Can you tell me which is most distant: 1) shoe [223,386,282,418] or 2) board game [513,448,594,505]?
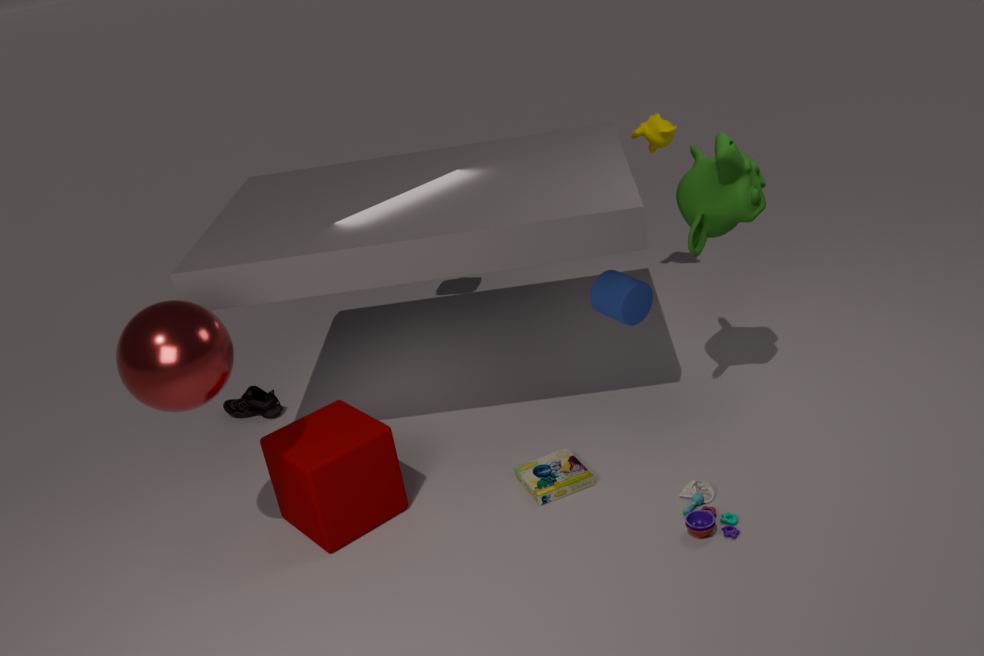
1. shoe [223,386,282,418]
